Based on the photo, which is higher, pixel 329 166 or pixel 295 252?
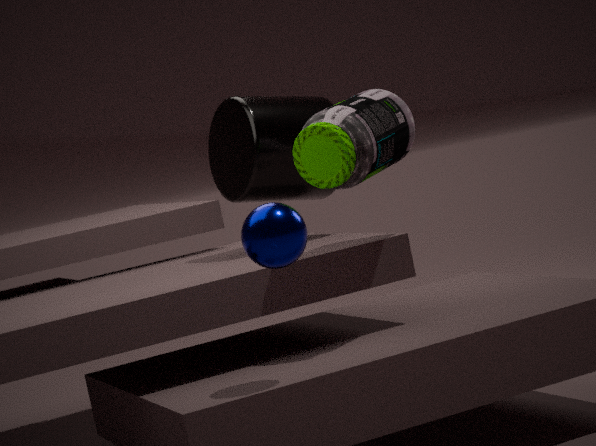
pixel 329 166
